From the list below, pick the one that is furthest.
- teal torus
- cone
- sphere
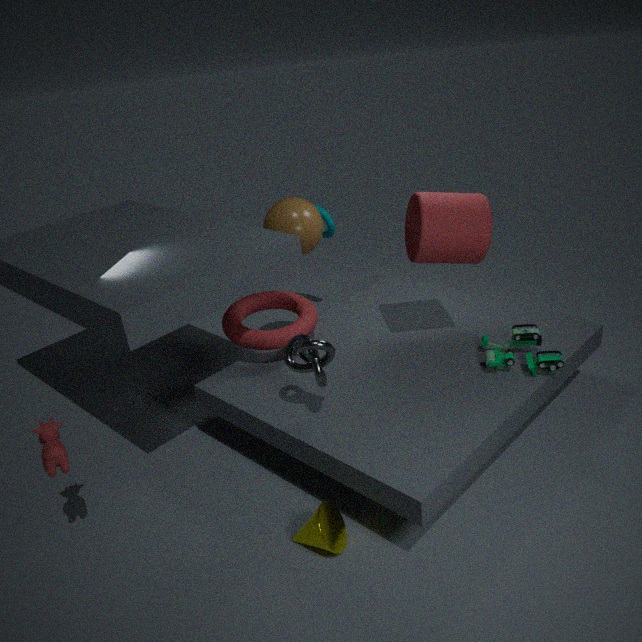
teal torus
